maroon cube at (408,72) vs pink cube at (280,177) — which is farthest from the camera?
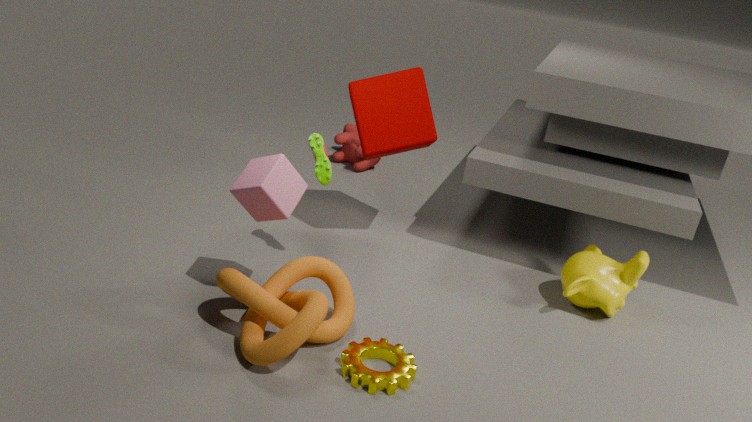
maroon cube at (408,72)
